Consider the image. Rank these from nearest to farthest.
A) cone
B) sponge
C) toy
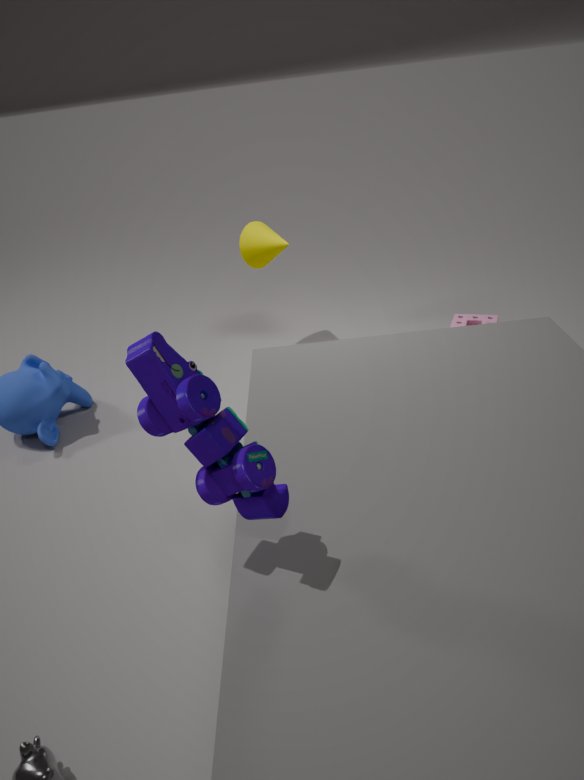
toy, sponge, cone
